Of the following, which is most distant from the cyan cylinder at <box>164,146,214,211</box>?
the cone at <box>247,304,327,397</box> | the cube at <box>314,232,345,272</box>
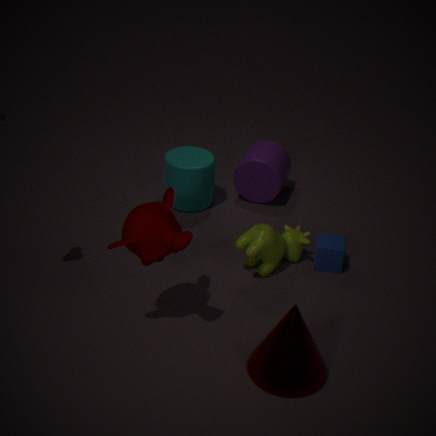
the cone at <box>247,304,327,397</box>
